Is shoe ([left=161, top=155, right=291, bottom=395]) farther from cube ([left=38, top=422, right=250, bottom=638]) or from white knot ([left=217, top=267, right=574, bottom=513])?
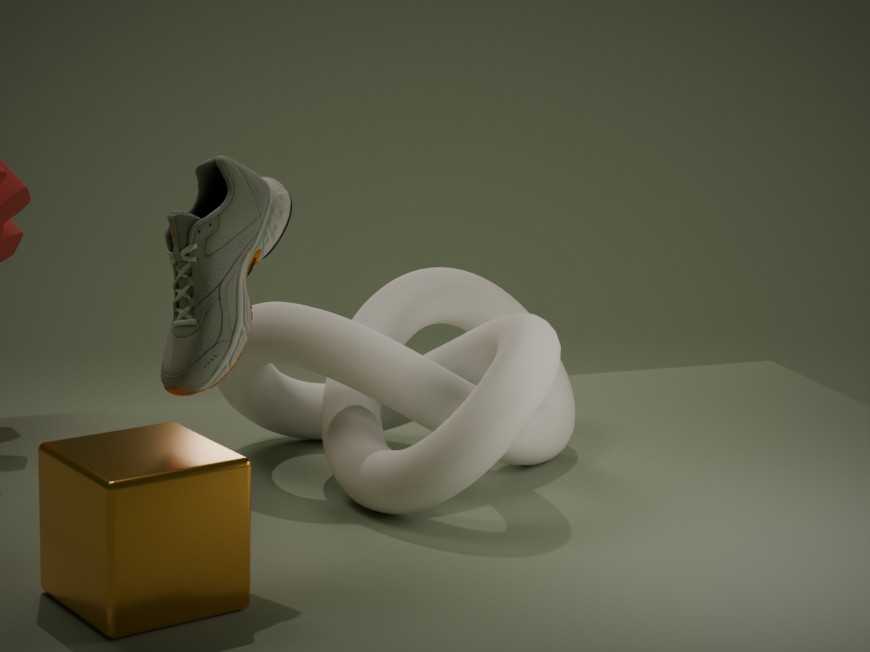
white knot ([left=217, top=267, right=574, bottom=513])
